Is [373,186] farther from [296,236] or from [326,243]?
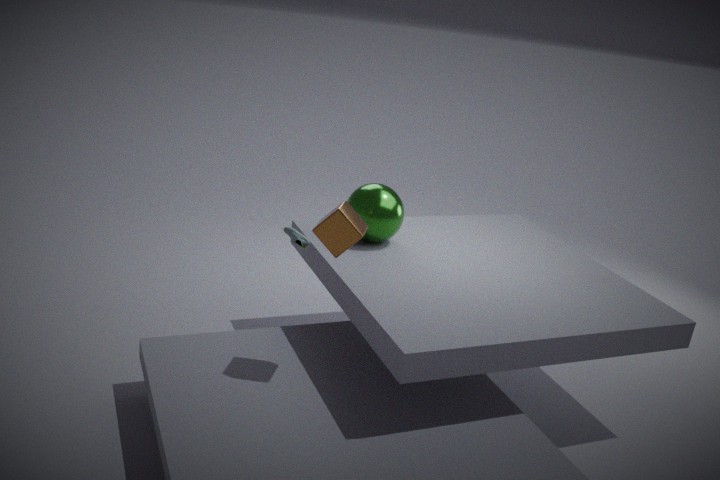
[326,243]
